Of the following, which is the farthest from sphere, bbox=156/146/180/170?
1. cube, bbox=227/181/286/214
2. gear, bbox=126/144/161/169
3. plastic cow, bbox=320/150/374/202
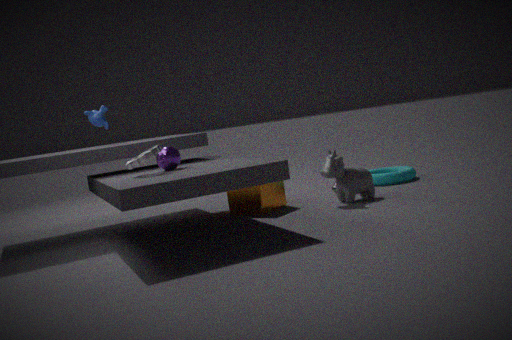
plastic cow, bbox=320/150/374/202
